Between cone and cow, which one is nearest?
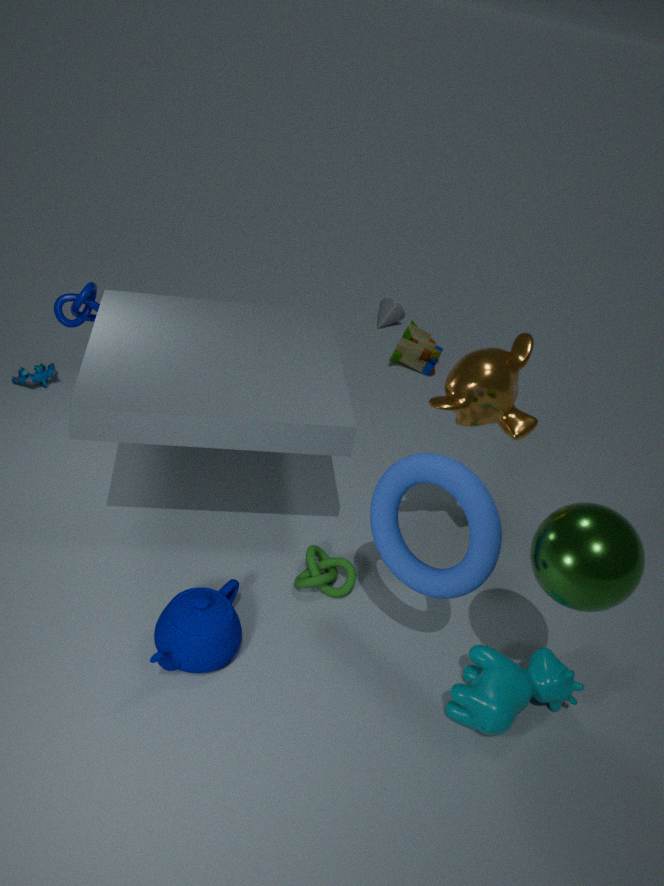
cow
